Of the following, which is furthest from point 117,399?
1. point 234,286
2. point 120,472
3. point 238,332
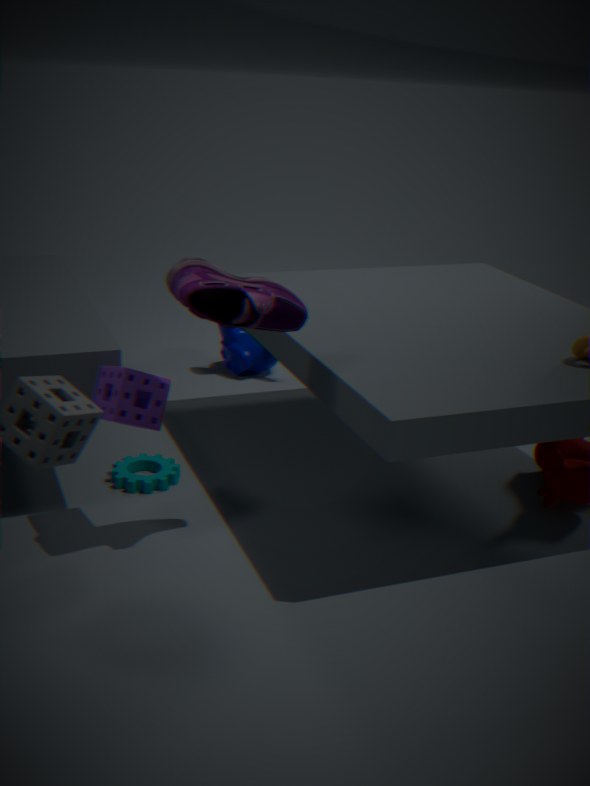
point 238,332
